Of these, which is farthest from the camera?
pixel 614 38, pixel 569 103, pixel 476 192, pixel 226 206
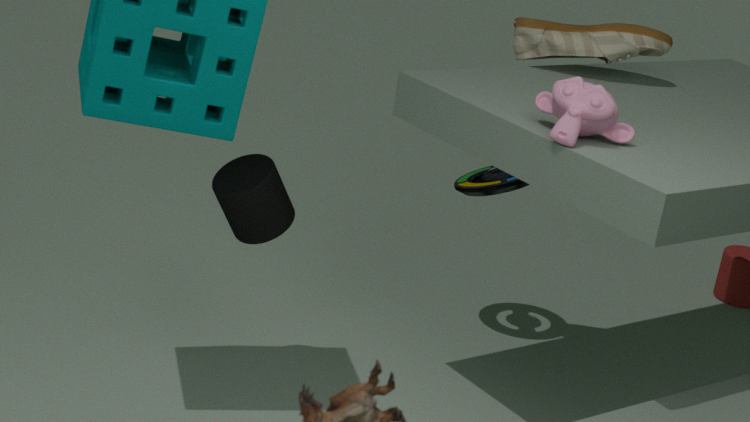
pixel 476 192
